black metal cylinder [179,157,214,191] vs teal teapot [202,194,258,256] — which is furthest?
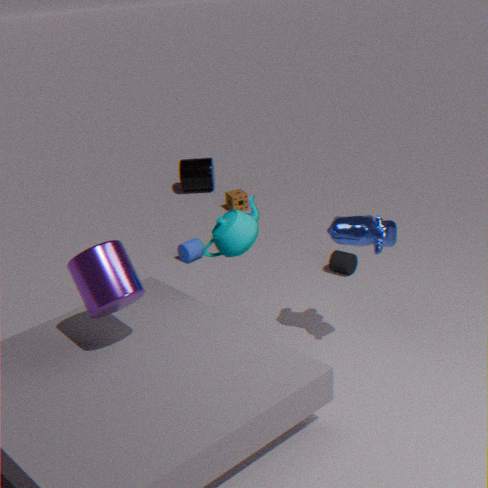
black metal cylinder [179,157,214,191]
